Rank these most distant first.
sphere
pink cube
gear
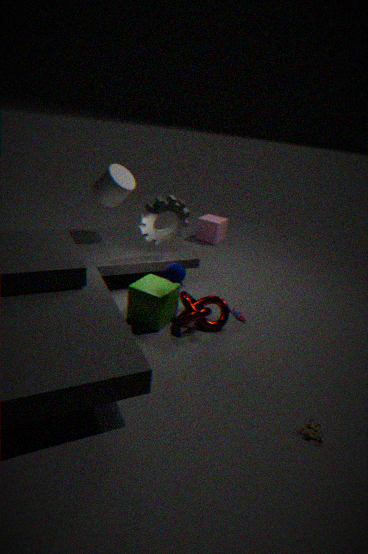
pink cube
gear
sphere
